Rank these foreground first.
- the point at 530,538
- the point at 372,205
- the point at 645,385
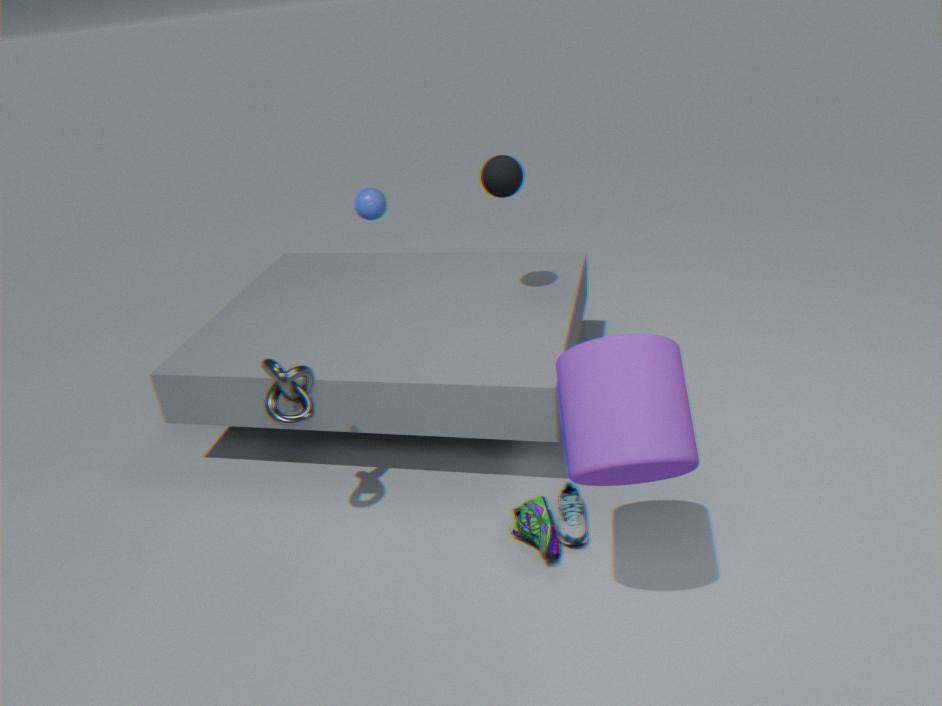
the point at 645,385
the point at 530,538
the point at 372,205
